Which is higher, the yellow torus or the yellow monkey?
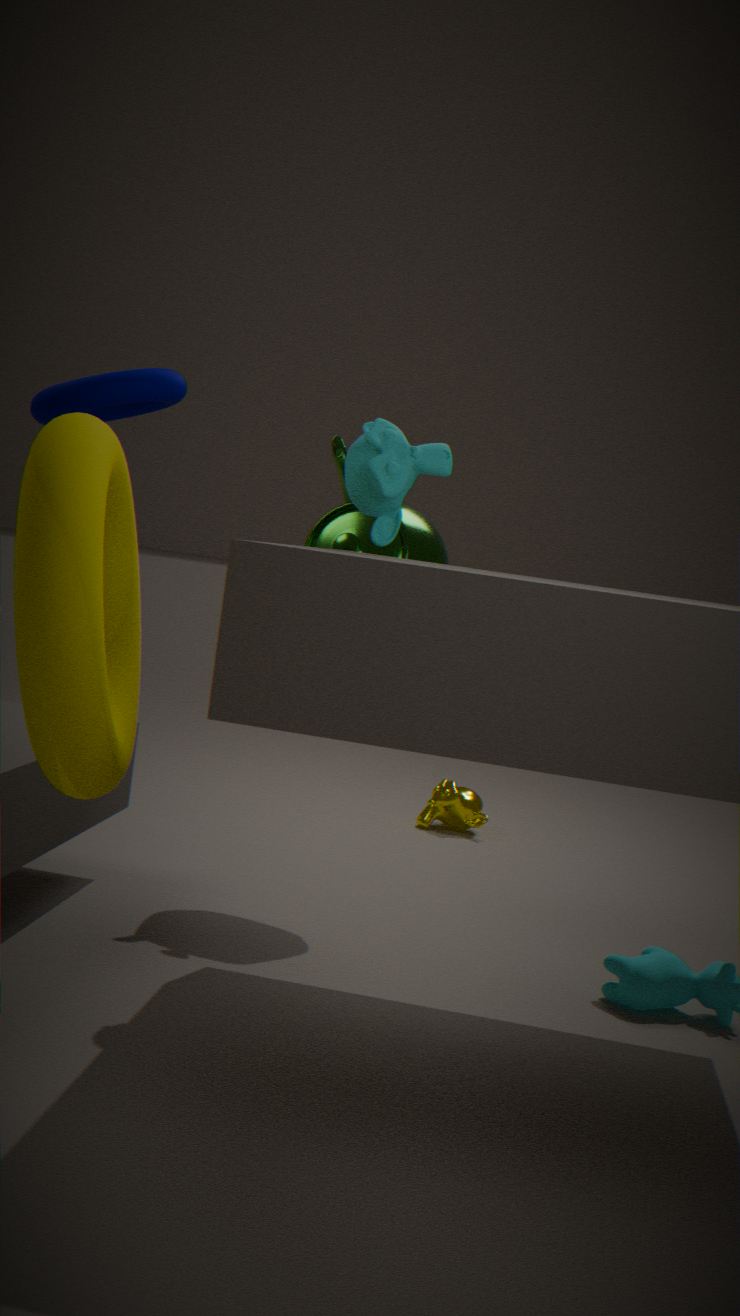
the yellow torus
